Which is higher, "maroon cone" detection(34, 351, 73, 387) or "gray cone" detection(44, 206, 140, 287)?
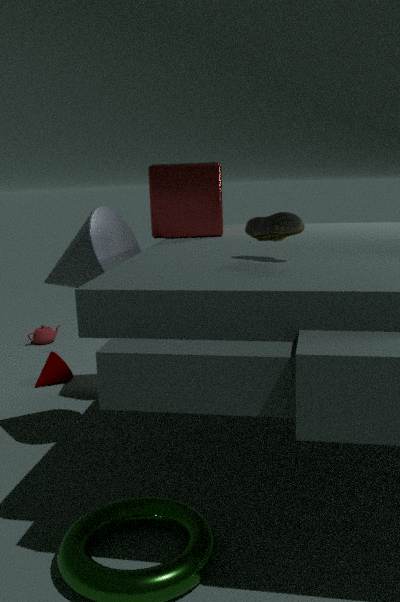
"gray cone" detection(44, 206, 140, 287)
